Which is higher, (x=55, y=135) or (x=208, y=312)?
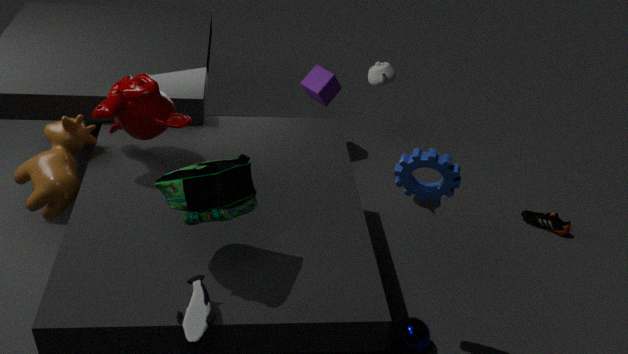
(x=208, y=312)
